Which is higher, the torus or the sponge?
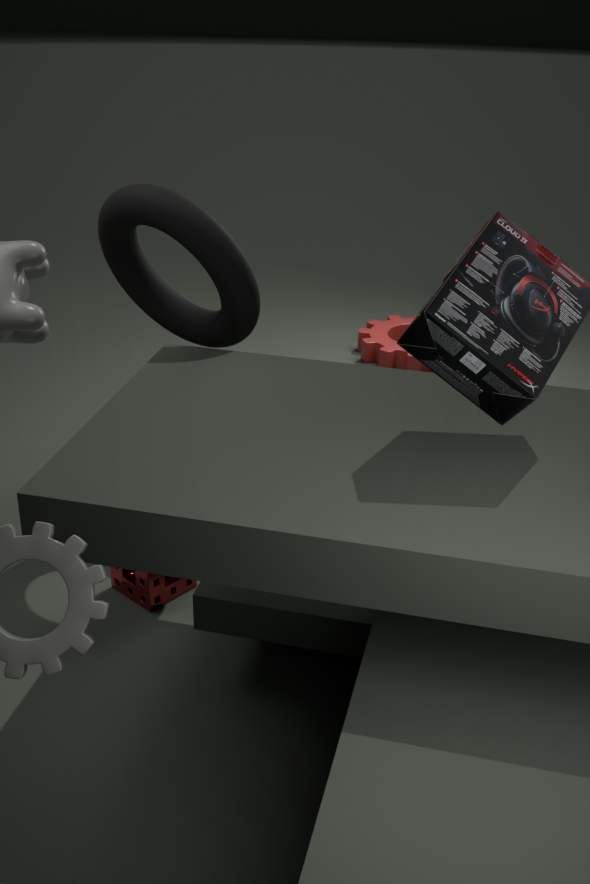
the torus
